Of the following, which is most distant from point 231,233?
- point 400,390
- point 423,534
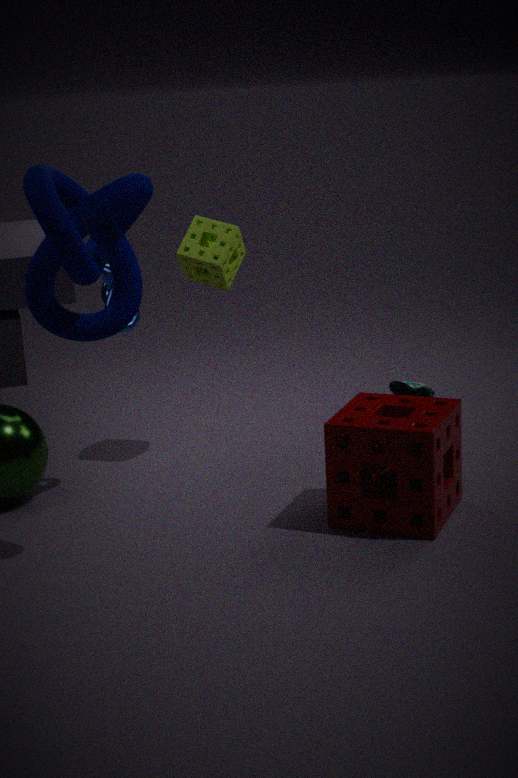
point 400,390
